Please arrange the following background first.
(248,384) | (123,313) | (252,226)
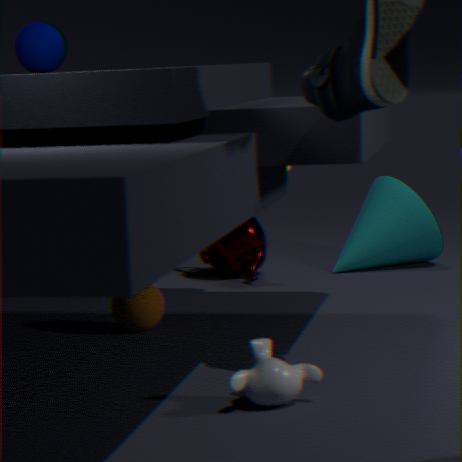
1. (252,226)
2. (123,313)
3. (248,384)
